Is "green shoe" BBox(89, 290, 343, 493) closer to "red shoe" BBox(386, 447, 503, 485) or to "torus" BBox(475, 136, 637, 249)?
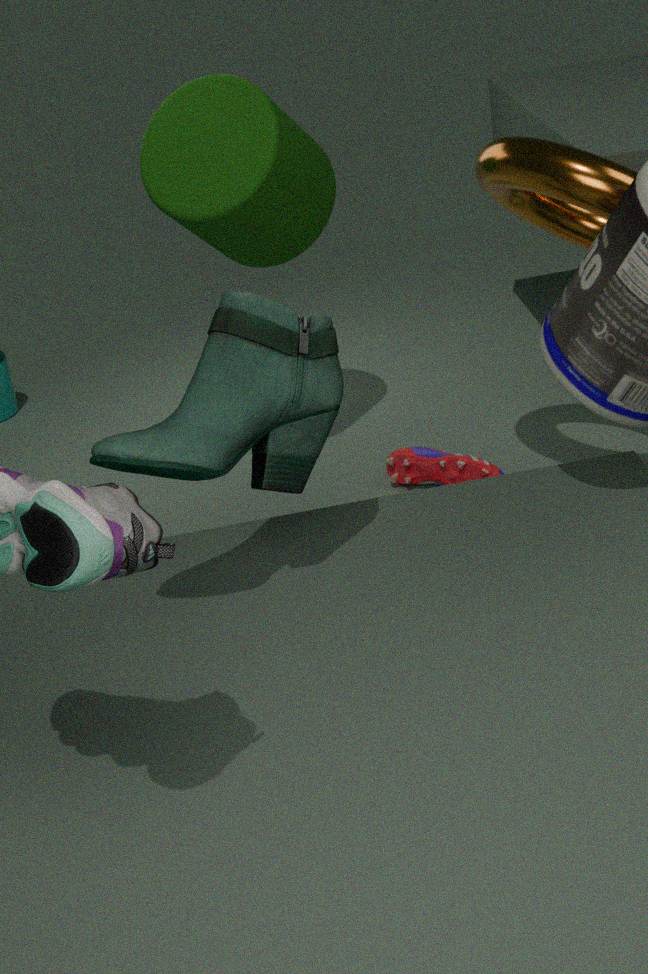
"torus" BBox(475, 136, 637, 249)
